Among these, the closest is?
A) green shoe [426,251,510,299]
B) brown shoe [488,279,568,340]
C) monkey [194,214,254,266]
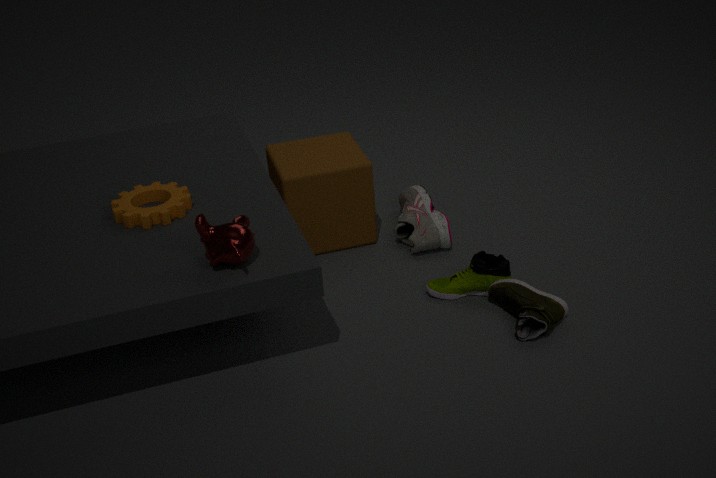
monkey [194,214,254,266]
